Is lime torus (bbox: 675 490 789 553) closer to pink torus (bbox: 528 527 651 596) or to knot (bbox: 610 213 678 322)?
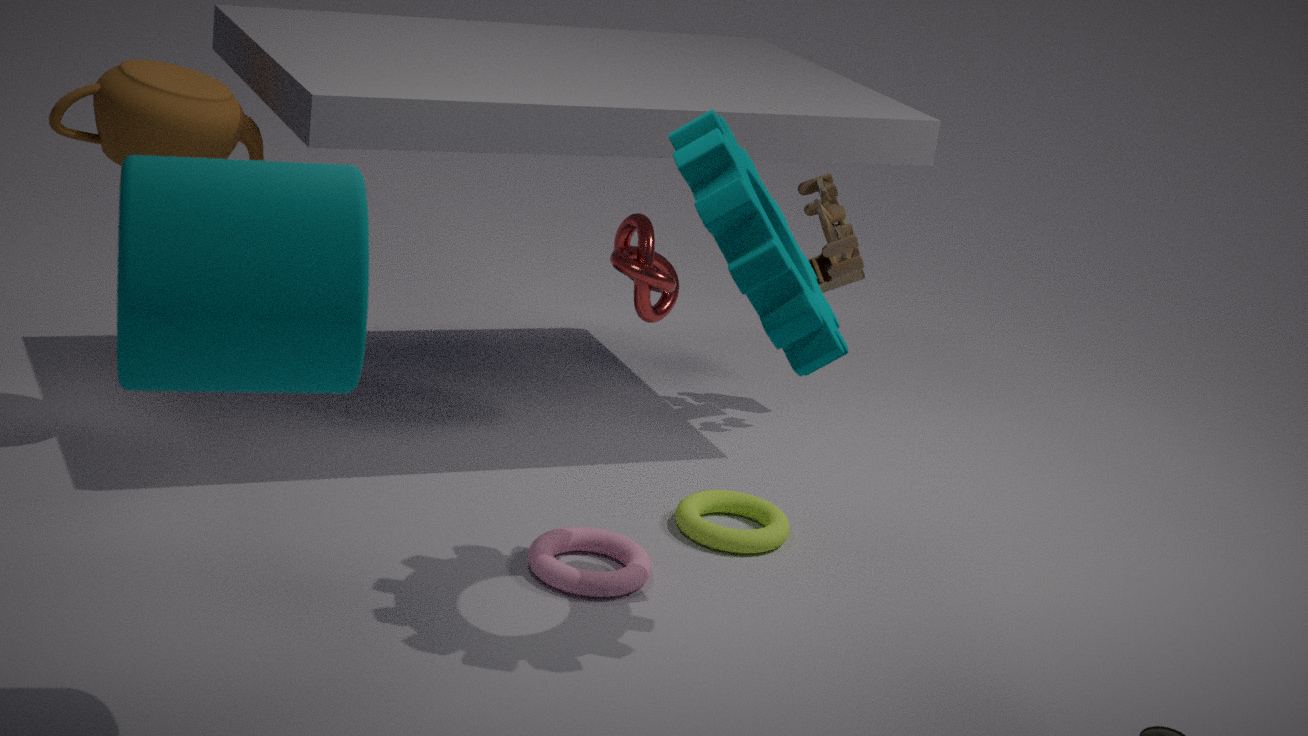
pink torus (bbox: 528 527 651 596)
